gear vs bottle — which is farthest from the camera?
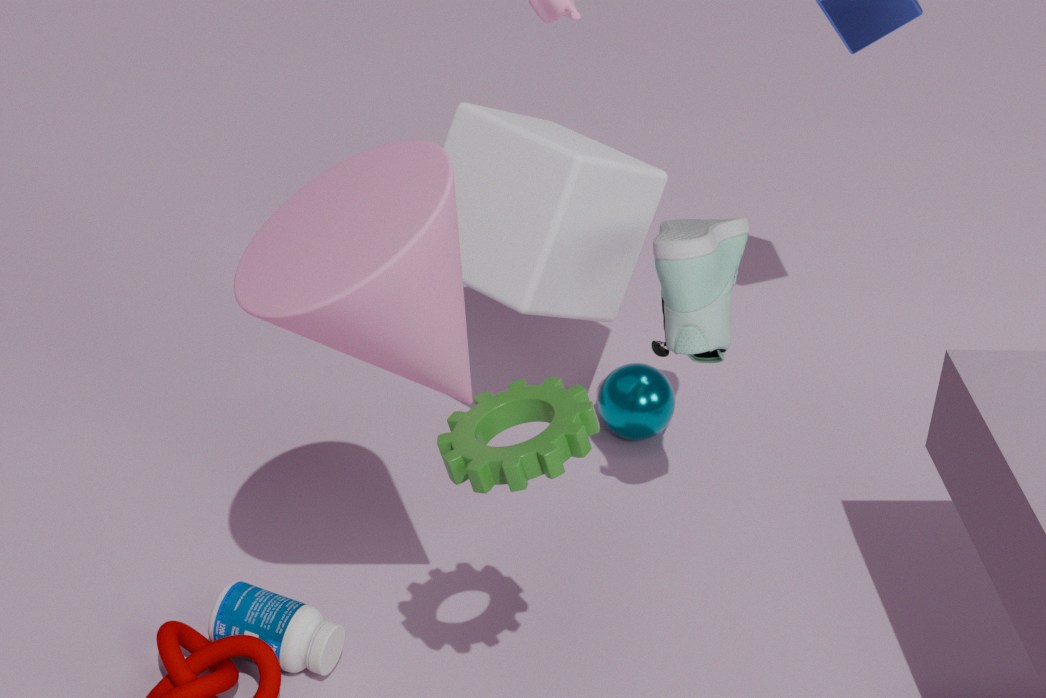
bottle
